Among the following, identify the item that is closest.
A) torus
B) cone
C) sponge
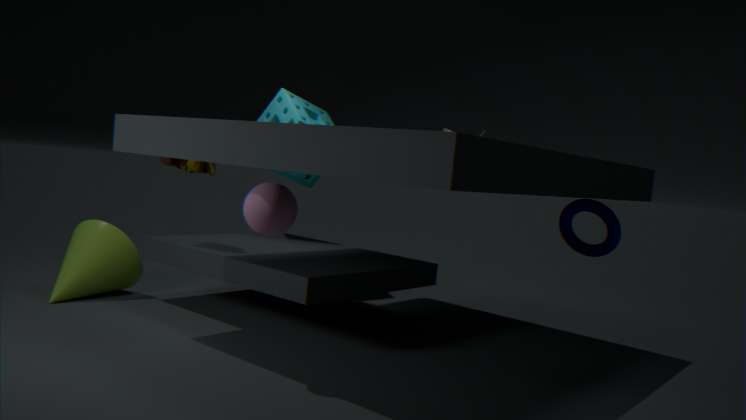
torus
